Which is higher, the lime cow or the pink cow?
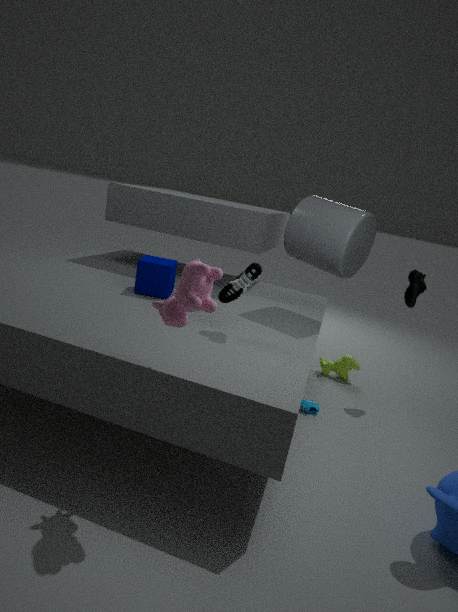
the pink cow
